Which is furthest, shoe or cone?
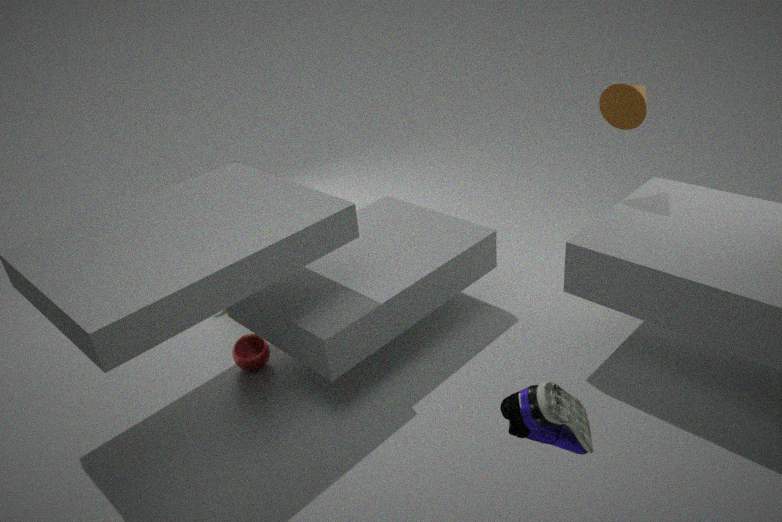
cone
